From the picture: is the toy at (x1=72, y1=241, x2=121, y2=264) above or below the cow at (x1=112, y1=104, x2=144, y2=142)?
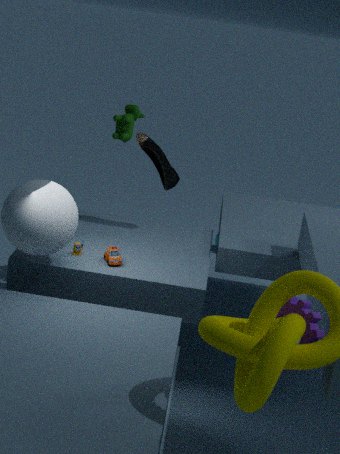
below
